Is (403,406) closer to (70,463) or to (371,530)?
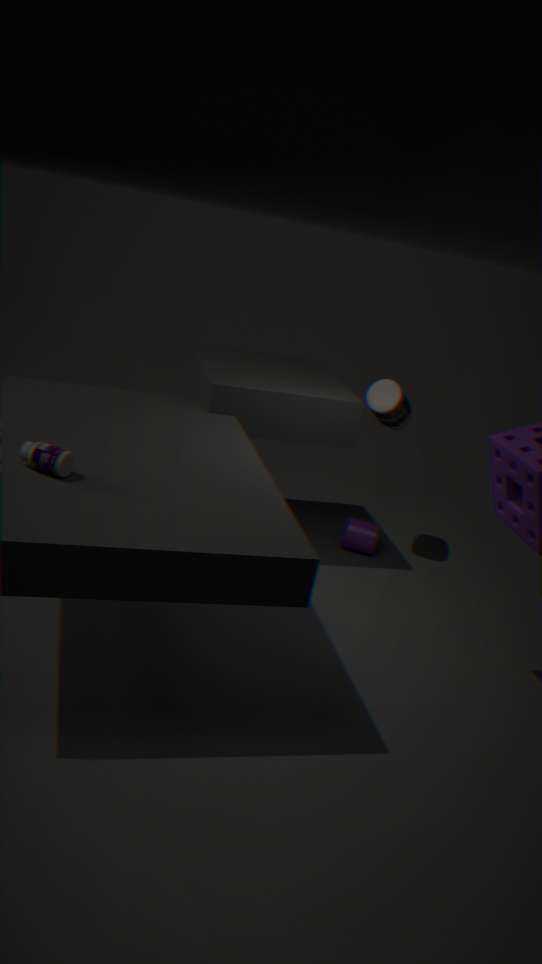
(371,530)
